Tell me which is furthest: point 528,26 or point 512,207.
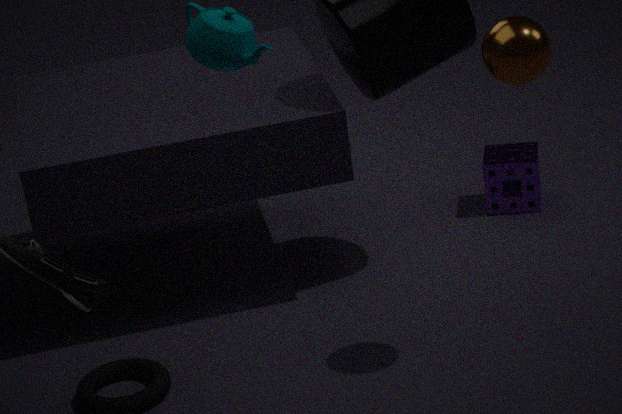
point 512,207
